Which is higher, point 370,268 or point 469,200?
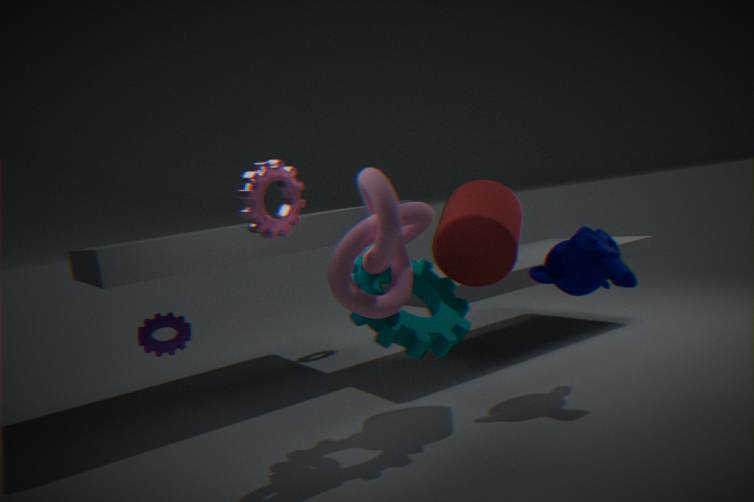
point 370,268
